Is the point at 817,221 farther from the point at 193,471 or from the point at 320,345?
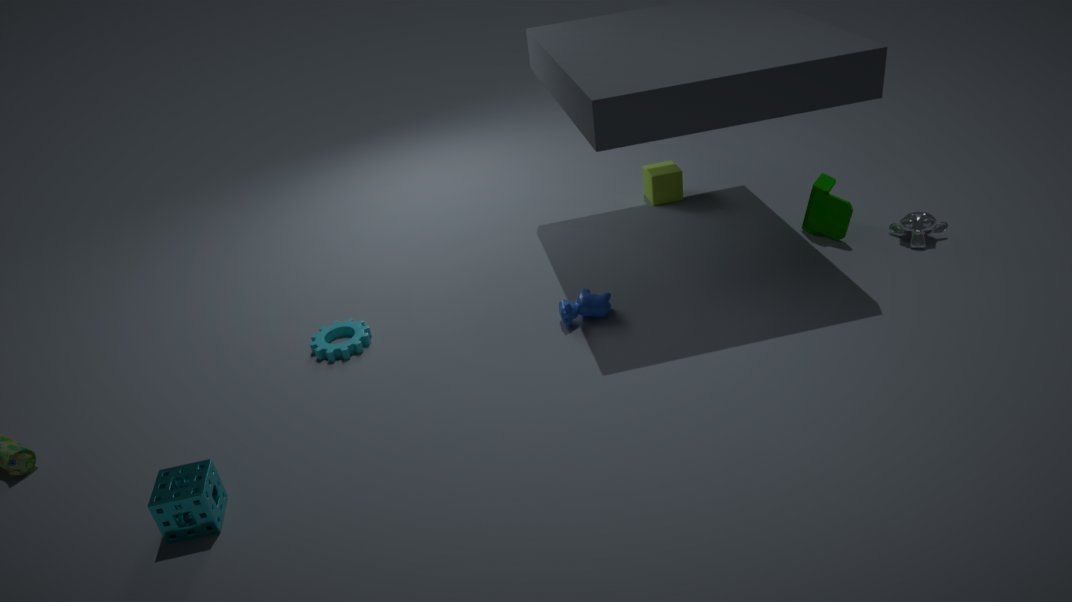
the point at 193,471
